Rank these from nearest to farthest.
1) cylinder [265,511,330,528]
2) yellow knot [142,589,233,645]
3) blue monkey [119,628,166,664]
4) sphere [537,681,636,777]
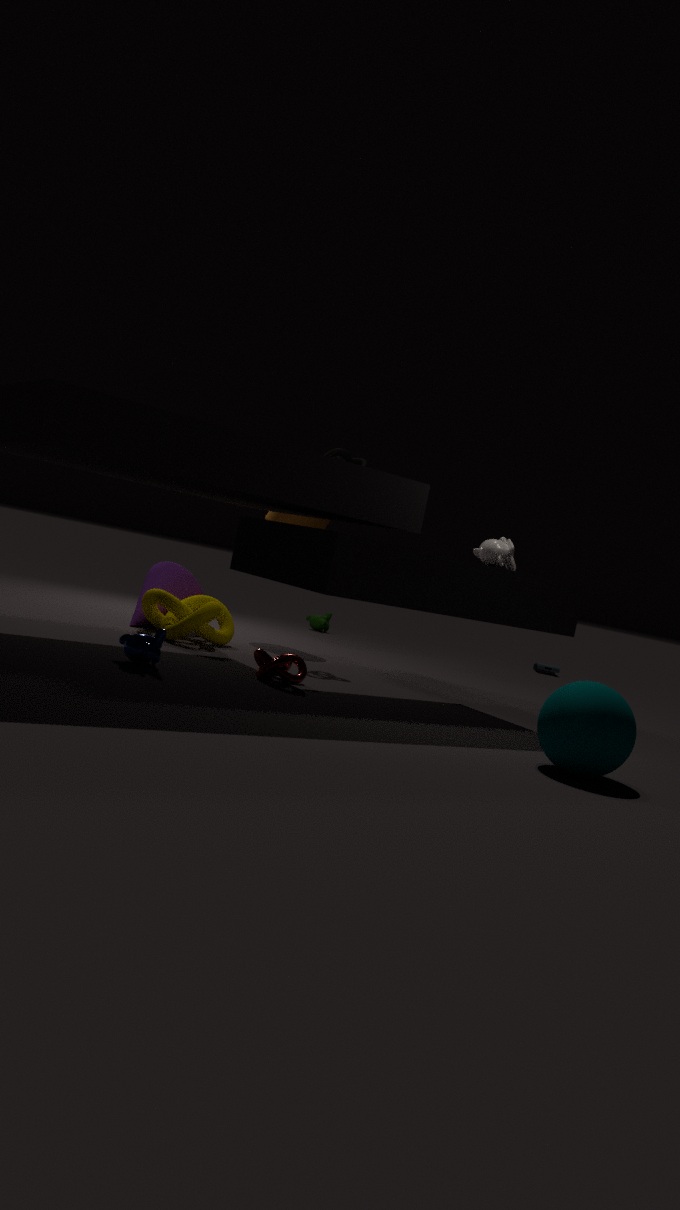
4. sphere [537,681,636,777], 3. blue monkey [119,628,166,664], 2. yellow knot [142,589,233,645], 1. cylinder [265,511,330,528]
